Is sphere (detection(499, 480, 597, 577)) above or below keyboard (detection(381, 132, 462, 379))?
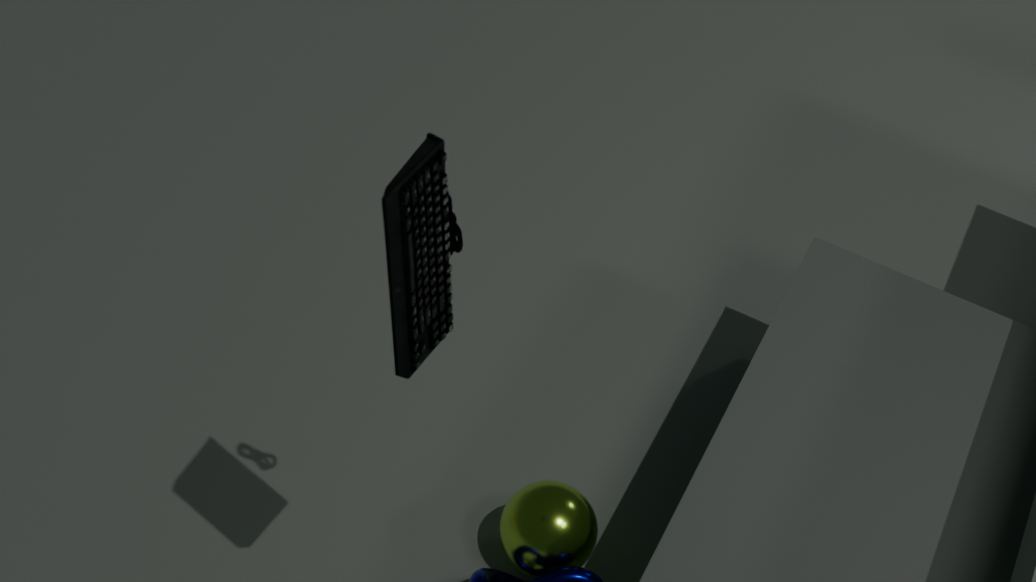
below
